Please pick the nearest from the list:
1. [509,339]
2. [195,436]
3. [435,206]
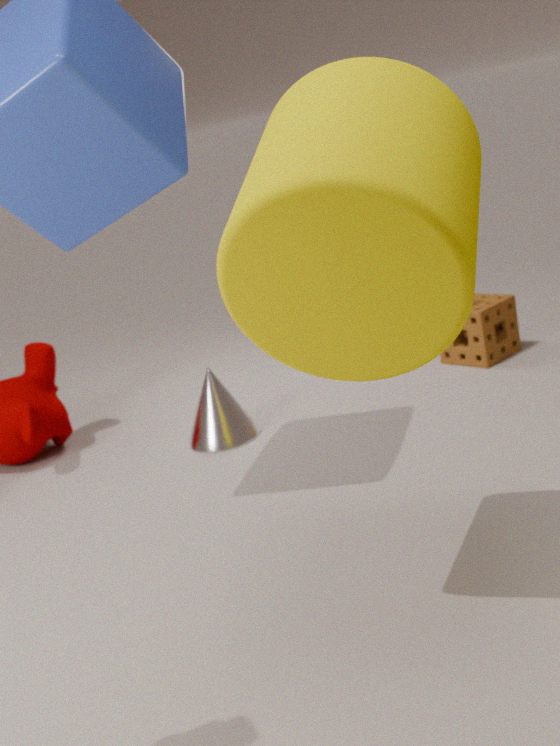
[435,206]
